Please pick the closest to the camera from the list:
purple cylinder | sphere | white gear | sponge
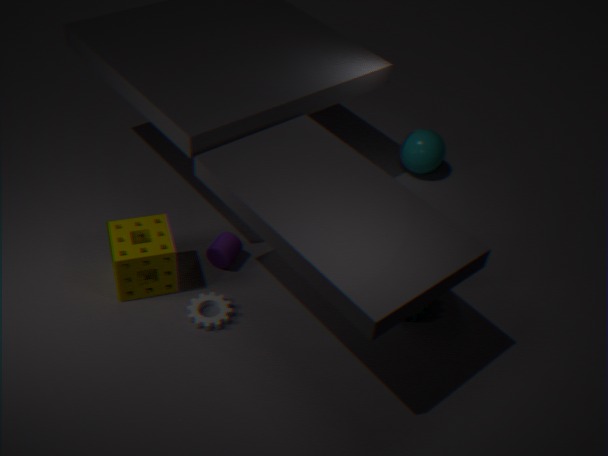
sponge
